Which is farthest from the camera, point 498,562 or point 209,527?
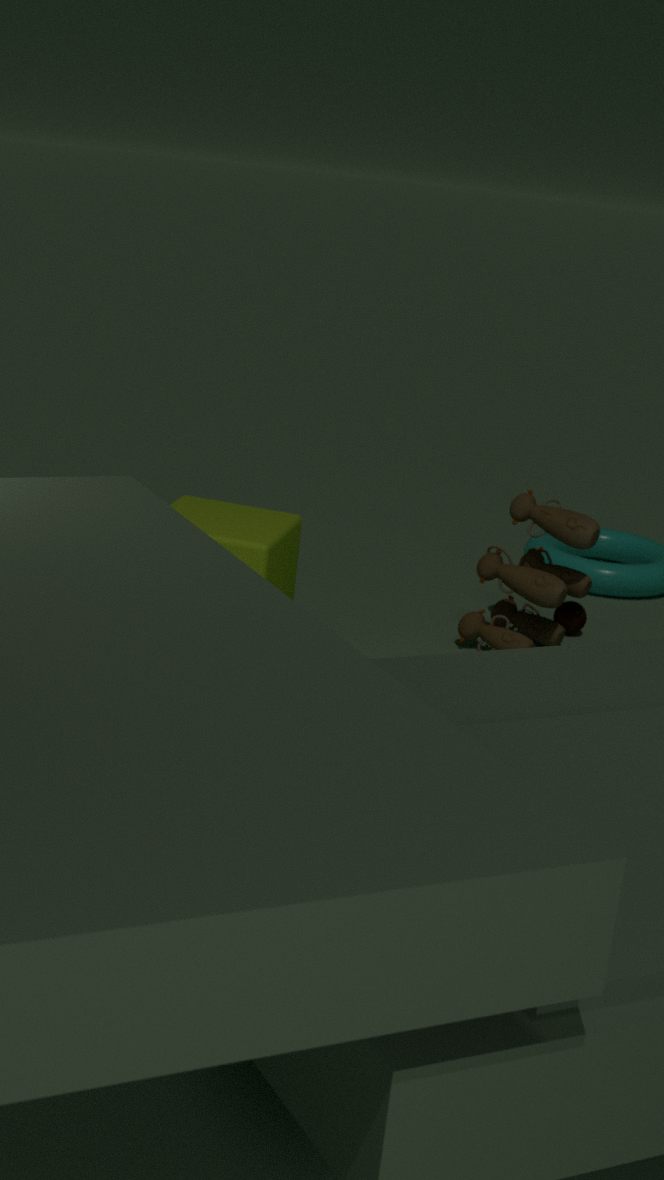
point 498,562
